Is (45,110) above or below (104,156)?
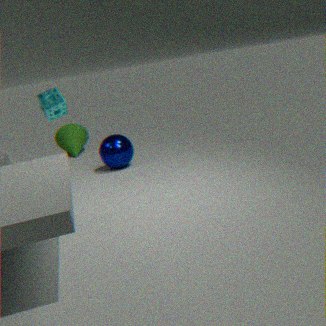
above
